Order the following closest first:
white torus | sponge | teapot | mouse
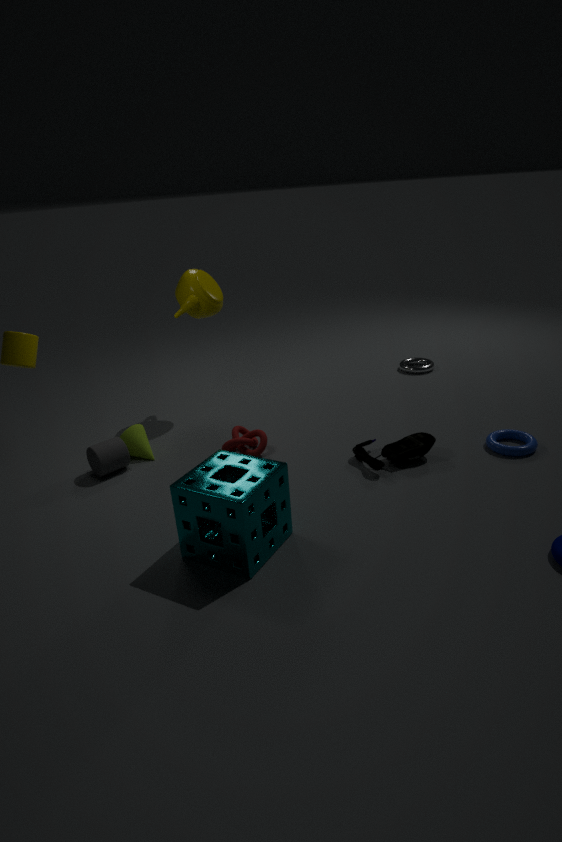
sponge
mouse
teapot
white torus
